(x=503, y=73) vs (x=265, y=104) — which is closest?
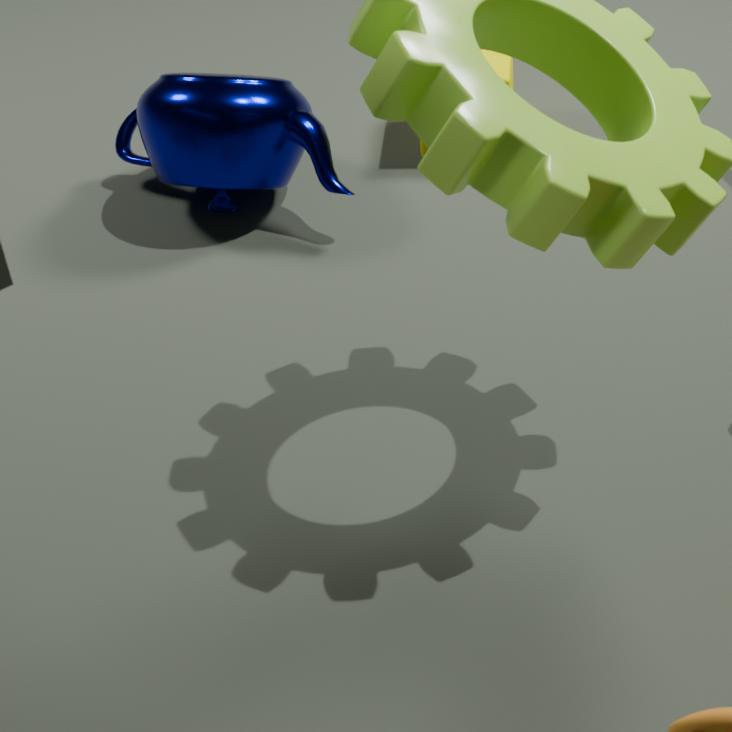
(x=265, y=104)
